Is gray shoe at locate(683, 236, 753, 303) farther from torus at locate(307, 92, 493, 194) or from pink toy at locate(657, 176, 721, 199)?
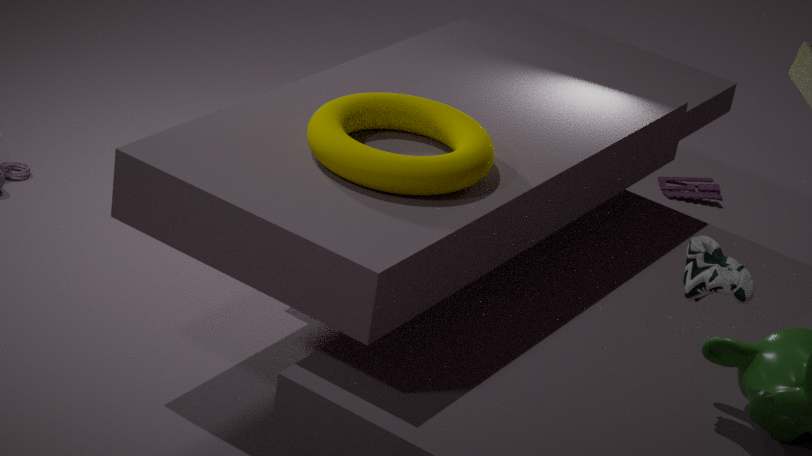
pink toy at locate(657, 176, 721, 199)
